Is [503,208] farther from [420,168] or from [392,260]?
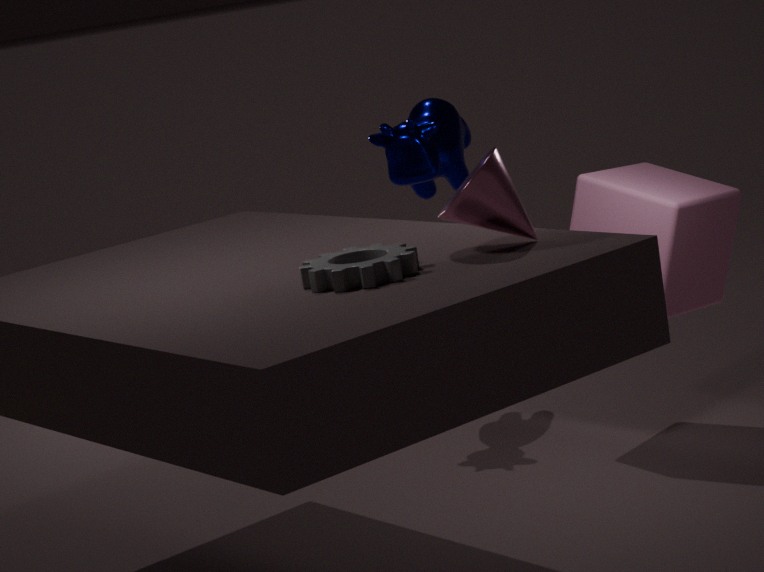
[420,168]
